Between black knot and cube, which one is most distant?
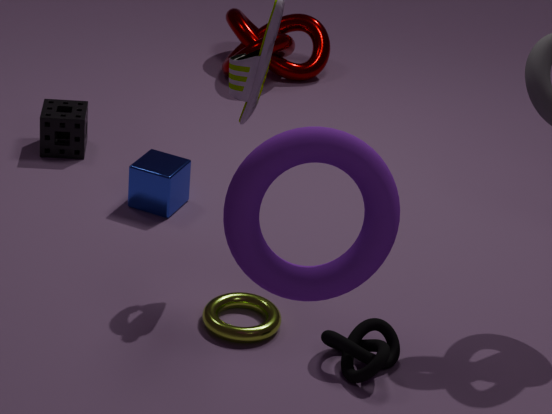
cube
